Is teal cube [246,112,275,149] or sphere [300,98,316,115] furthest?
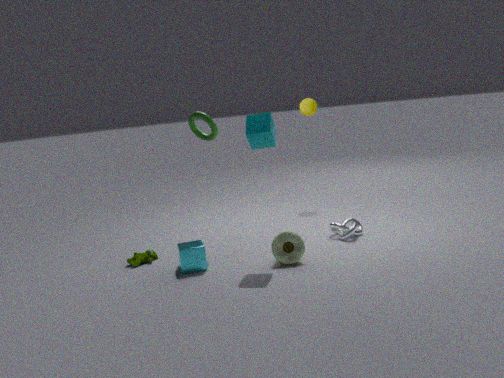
sphere [300,98,316,115]
